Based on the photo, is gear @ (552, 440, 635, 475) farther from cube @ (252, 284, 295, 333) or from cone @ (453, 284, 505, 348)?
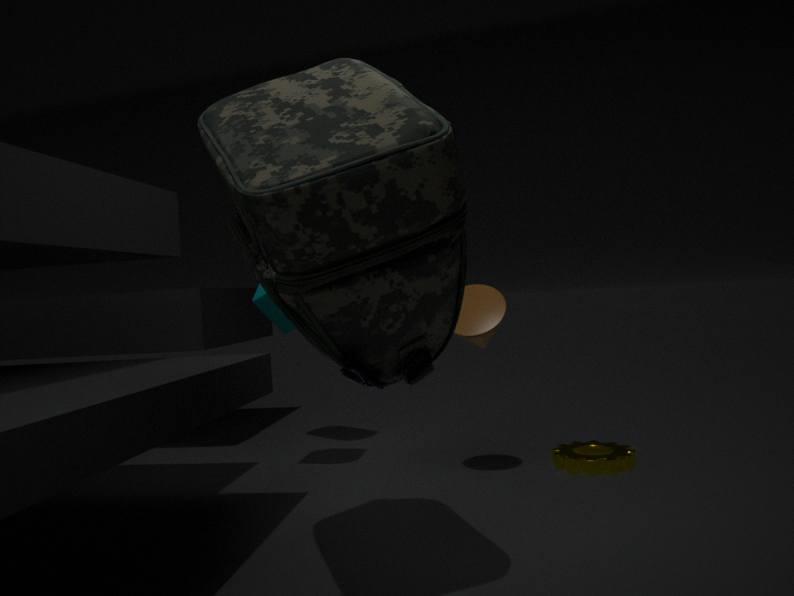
cube @ (252, 284, 295, 333)
